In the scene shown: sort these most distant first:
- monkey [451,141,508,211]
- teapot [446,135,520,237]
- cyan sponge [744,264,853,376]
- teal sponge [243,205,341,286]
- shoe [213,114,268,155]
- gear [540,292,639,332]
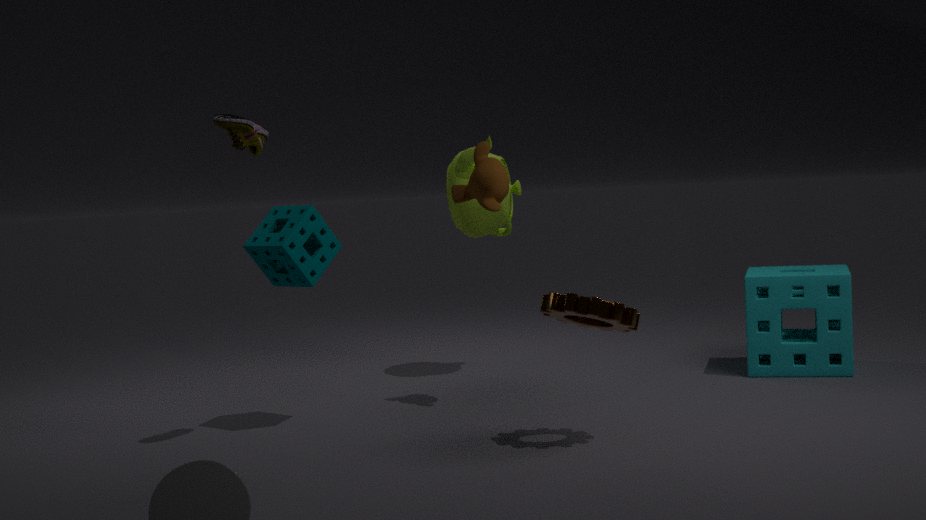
1. teapot [446,135,520,237]
2. cyan sponge [744,264,853,376]
3. monkey [451,141,508,211]
4. teal sponge [243,205,341,286]
5. shoe [213,114,268,155]
6. gear [540,292,639,332]
